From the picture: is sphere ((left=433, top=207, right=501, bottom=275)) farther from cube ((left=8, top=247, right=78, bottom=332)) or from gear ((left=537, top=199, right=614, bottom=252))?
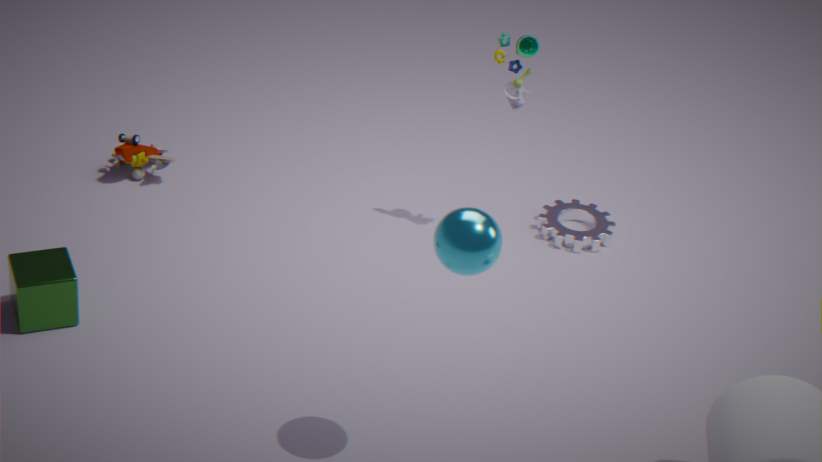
gear ((left=537, top=199, right=614, bottom=252))
